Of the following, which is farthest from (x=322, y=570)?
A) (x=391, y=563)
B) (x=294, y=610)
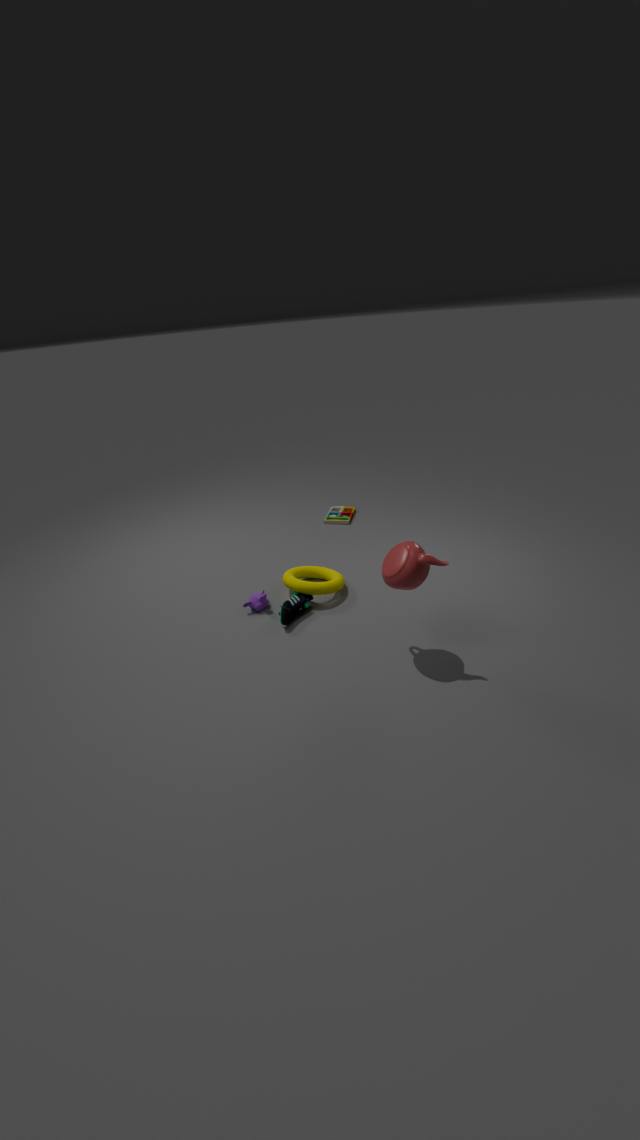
(x=391, y=563)
